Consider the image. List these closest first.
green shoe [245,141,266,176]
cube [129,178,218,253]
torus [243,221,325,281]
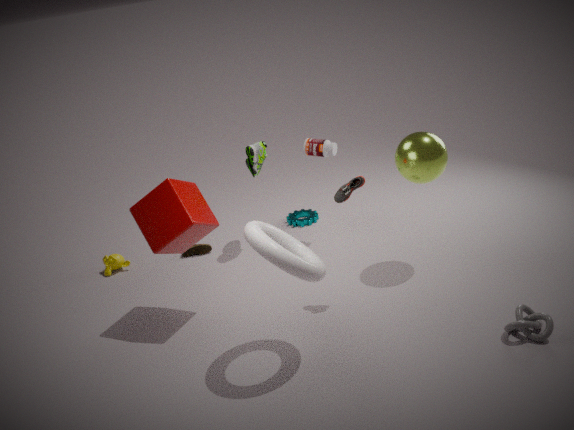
torus [243,221,325,281]
cube [129,178,218,253]
green shoe [245,141,266,176]
